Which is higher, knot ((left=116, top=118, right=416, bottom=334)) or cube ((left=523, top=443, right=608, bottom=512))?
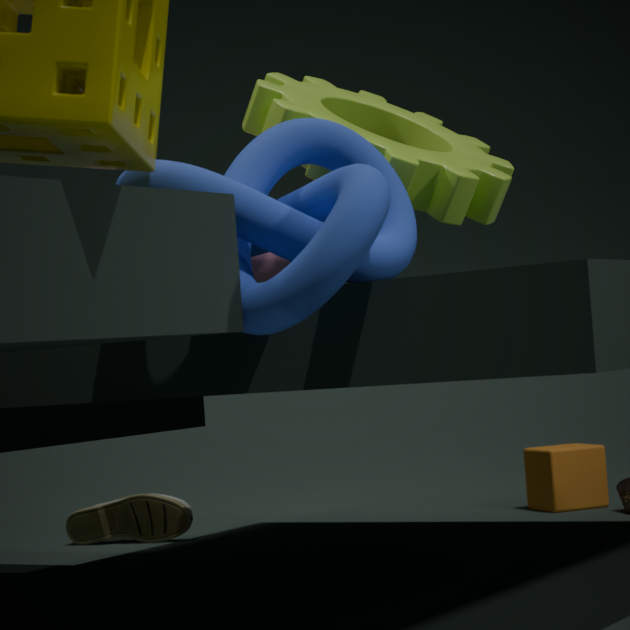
knot ((left=116, top=118, right=416, bottom=334))
